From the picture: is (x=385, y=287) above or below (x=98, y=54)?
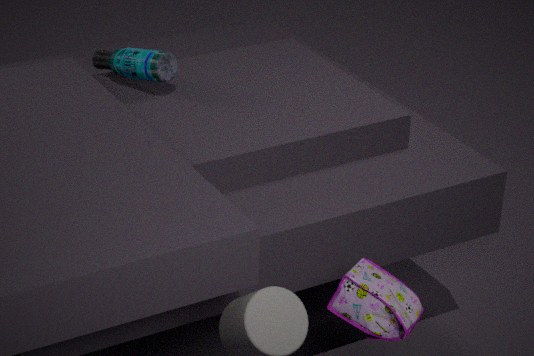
below
